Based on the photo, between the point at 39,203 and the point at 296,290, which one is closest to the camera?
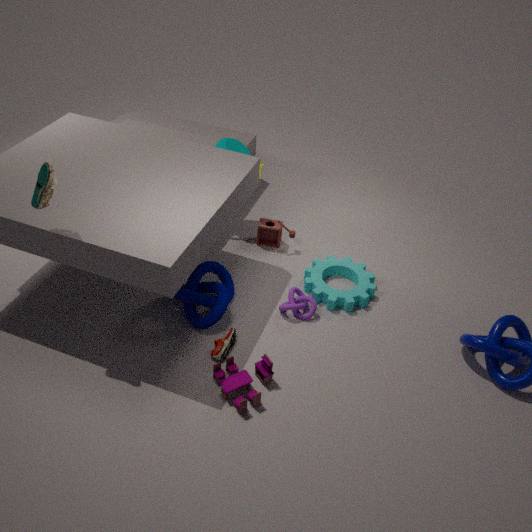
the point at 39,203
